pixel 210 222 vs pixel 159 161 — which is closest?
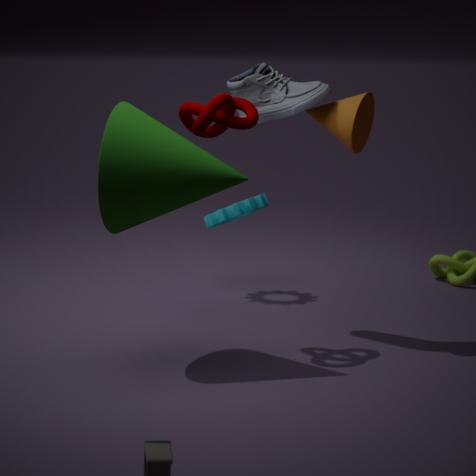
pixel 159 161
